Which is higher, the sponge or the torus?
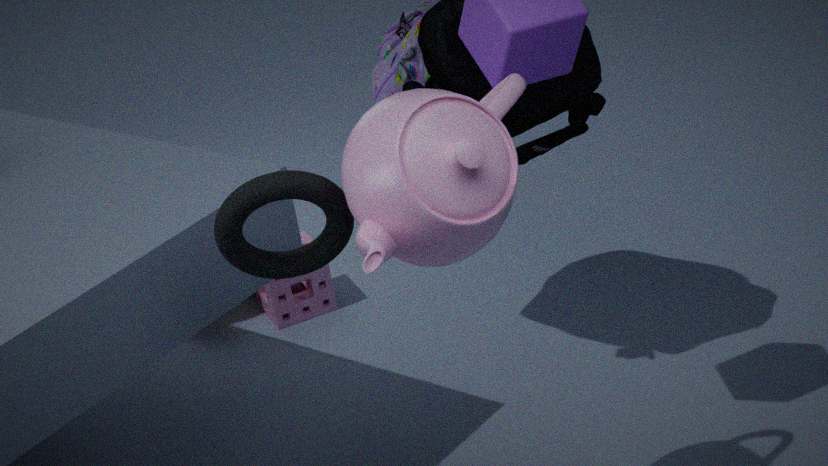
the torus
